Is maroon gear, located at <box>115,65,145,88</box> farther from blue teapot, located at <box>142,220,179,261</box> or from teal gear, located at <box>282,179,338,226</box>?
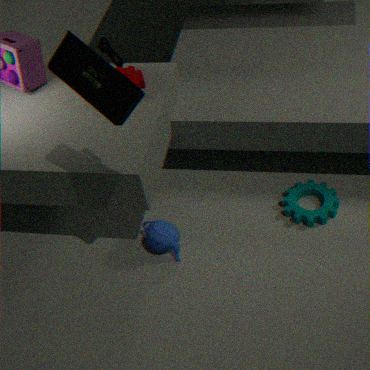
teal gear, located at <box>282,179,338,226</box>
